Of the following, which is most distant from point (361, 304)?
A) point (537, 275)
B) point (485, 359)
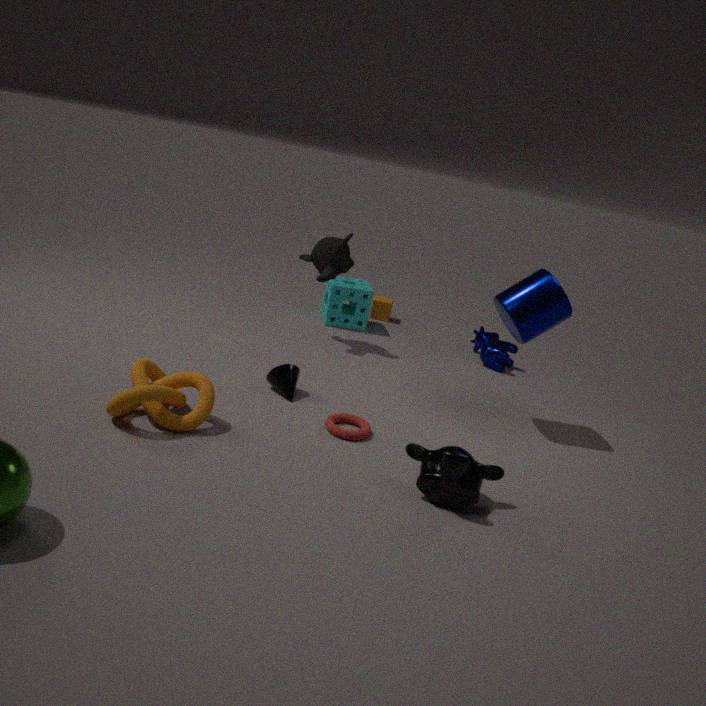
point (537, 275)
